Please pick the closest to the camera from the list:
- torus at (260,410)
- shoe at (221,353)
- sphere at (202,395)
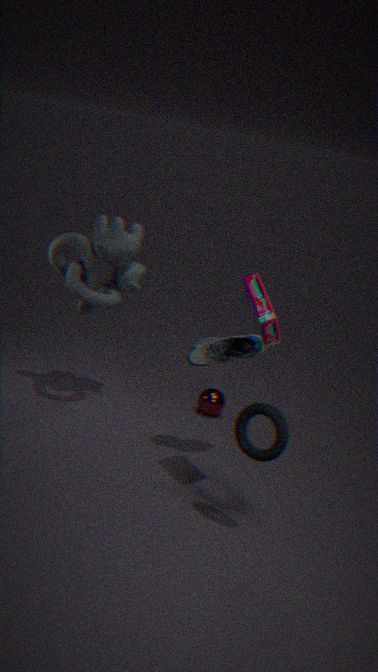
torus at (260,410)
